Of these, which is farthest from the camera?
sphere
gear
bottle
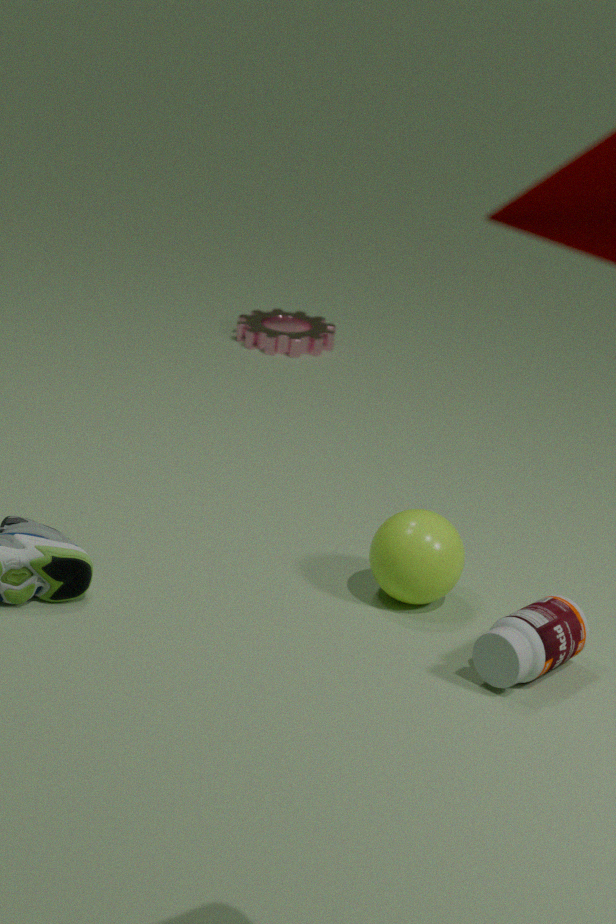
gear
